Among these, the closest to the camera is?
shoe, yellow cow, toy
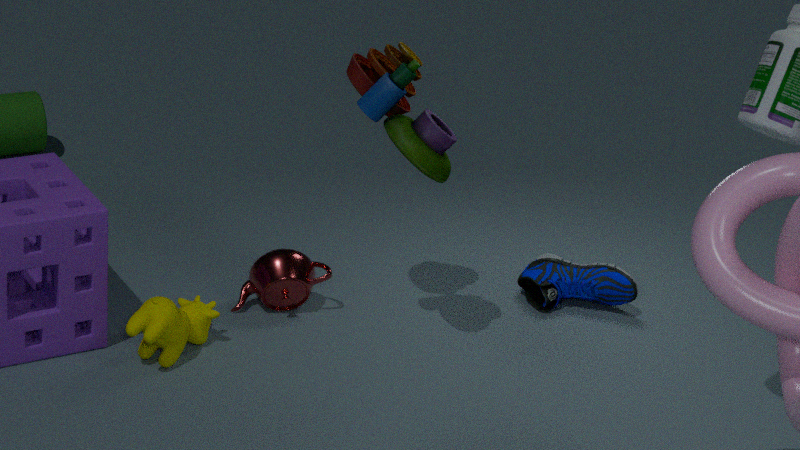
toy
